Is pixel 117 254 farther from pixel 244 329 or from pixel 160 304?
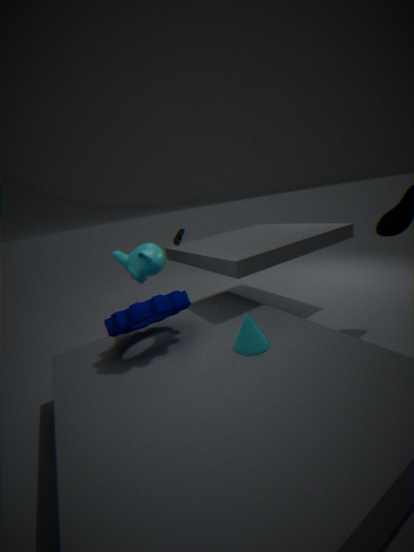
pixel 244 329
